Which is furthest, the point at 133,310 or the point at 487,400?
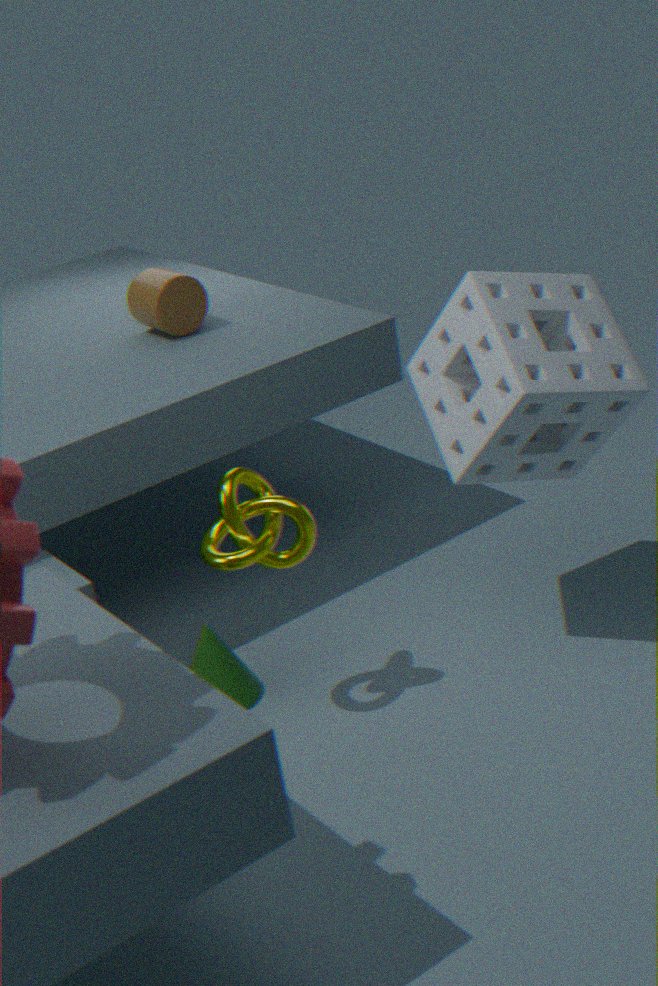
the point at 133,310
